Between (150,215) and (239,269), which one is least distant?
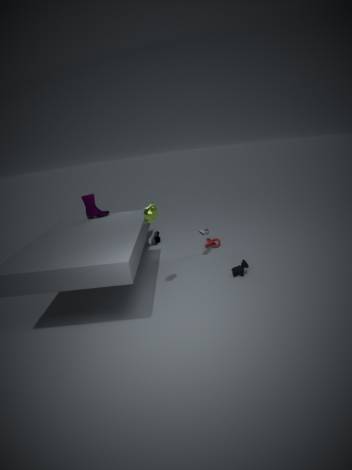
(150,215)
